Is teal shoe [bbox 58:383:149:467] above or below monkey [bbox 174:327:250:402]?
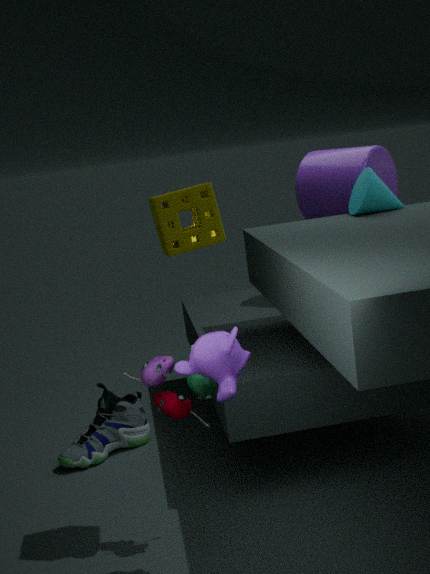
below
